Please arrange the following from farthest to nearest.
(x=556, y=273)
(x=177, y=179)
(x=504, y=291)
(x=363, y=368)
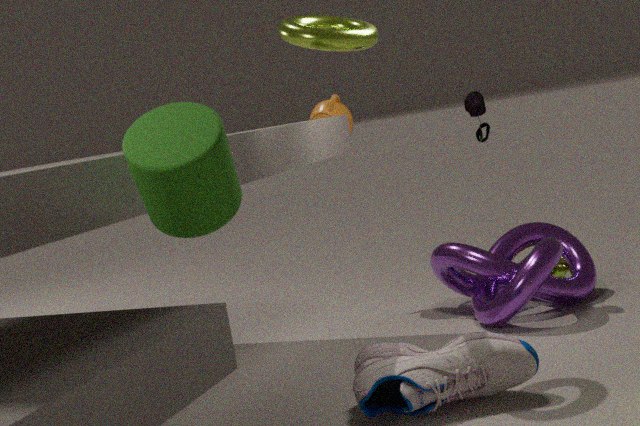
(x=556, y=273)
(x=504, y=291)
(x=363, y=368)
(x=177, y=179)
